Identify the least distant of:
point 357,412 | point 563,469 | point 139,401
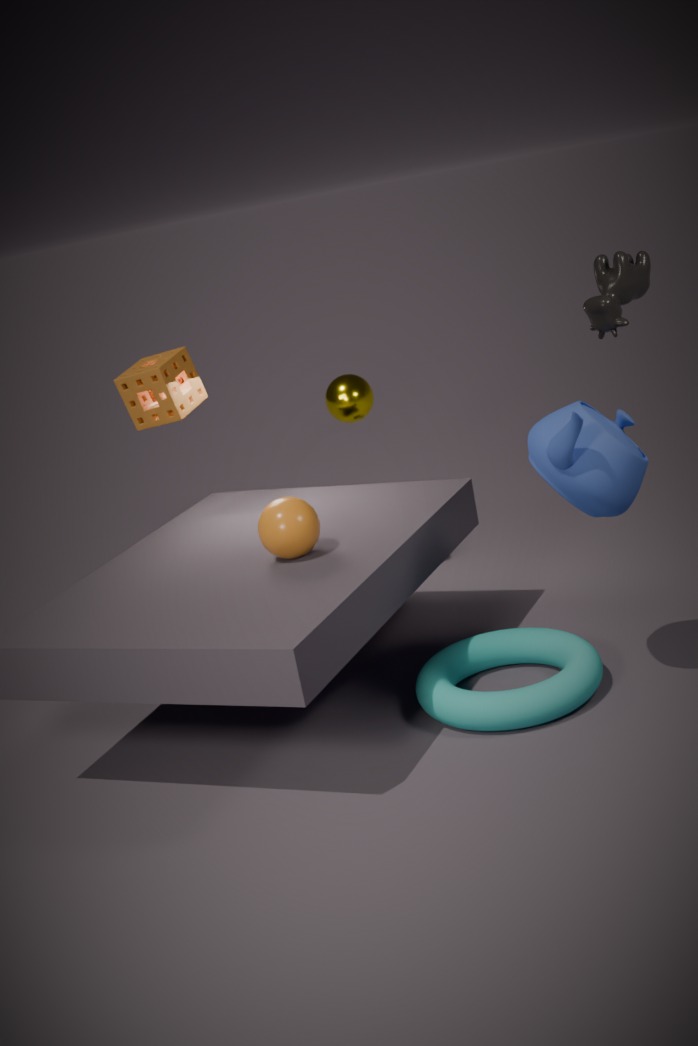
point 563,469
